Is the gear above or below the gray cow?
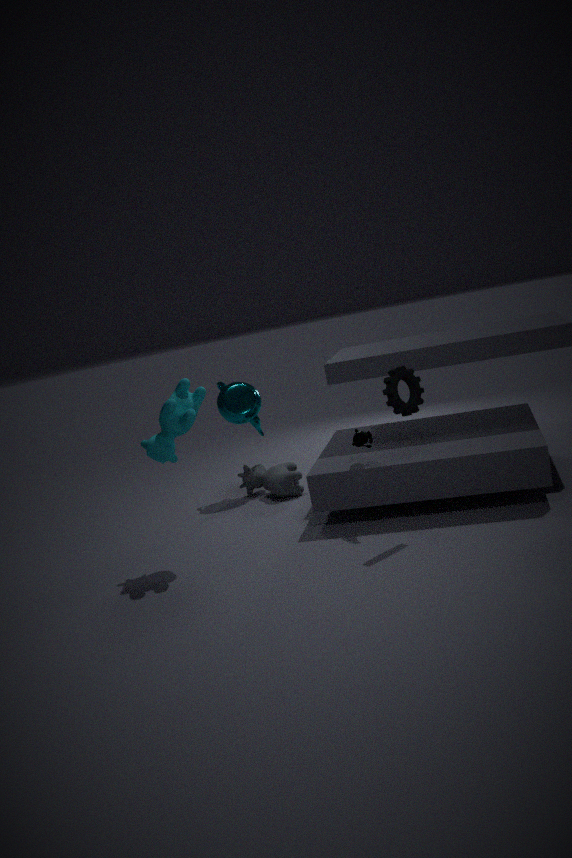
above
